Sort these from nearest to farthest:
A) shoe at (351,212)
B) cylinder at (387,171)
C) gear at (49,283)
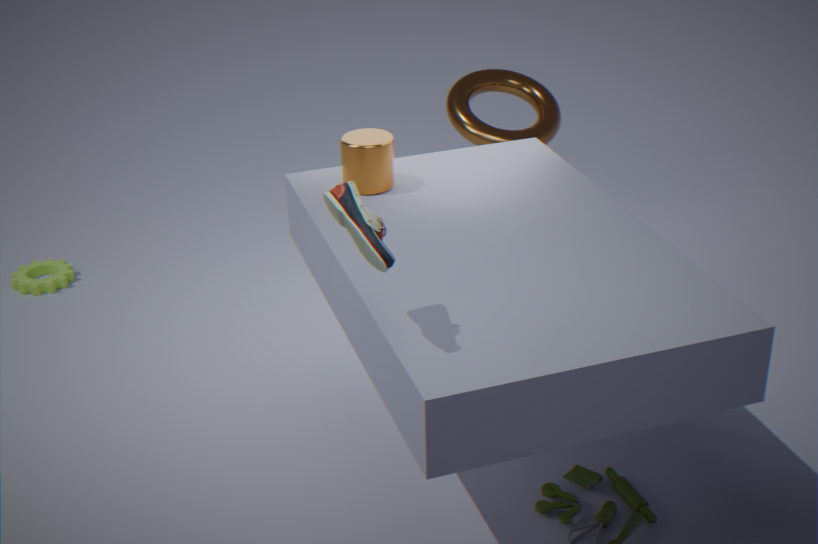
A. shoe at (351,212), B. cylinder at (387,171), C. gear at (49,283)
